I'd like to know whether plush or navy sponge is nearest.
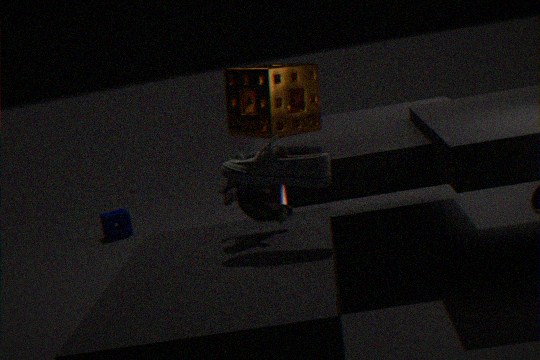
plush
